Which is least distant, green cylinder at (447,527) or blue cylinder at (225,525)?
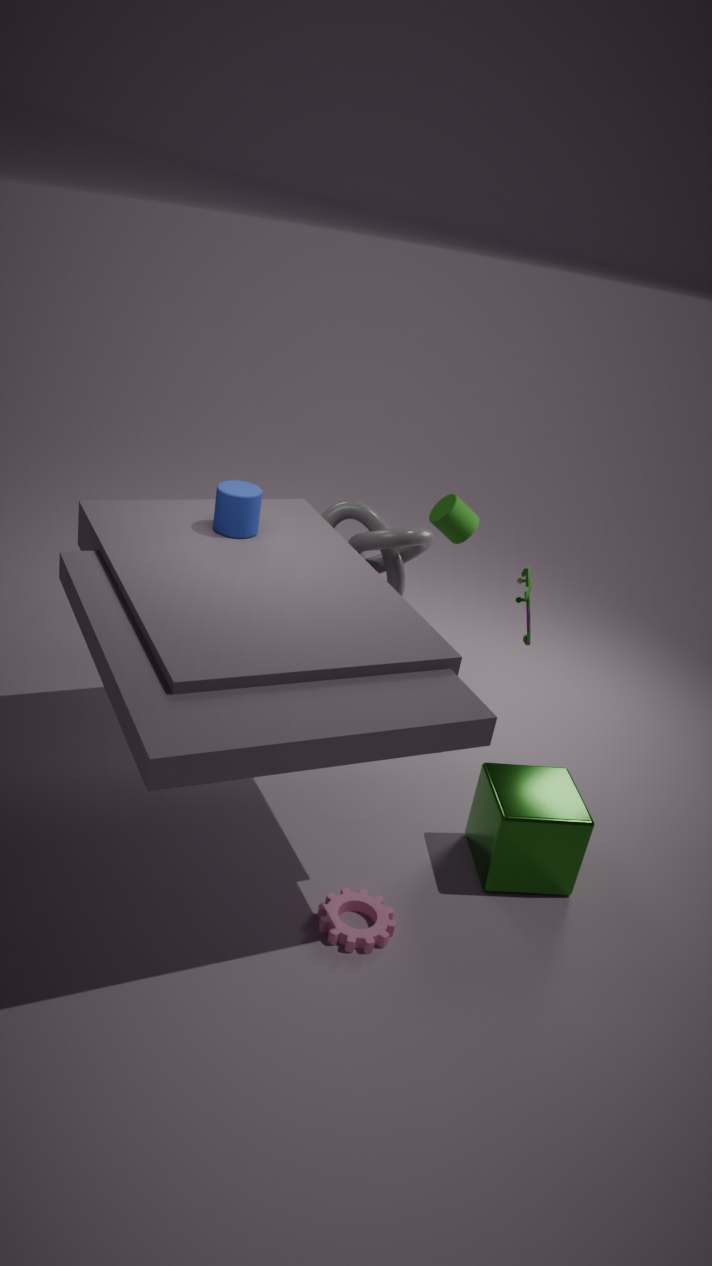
blue cylinder at (225,525)
